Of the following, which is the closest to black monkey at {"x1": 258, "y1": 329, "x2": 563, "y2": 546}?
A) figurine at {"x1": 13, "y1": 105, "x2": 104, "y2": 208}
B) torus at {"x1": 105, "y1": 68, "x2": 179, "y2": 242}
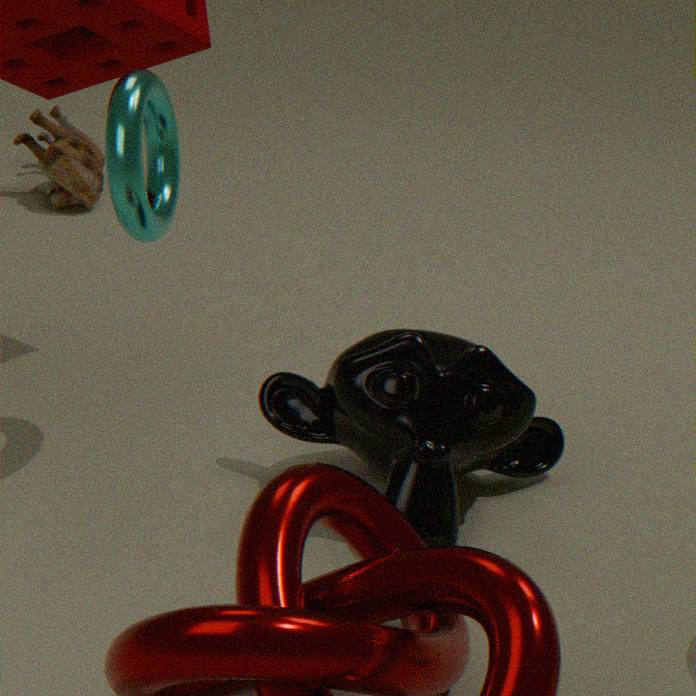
torus at {"x1": 105, "y1": 68, "x2": 179, "y2": 242}
